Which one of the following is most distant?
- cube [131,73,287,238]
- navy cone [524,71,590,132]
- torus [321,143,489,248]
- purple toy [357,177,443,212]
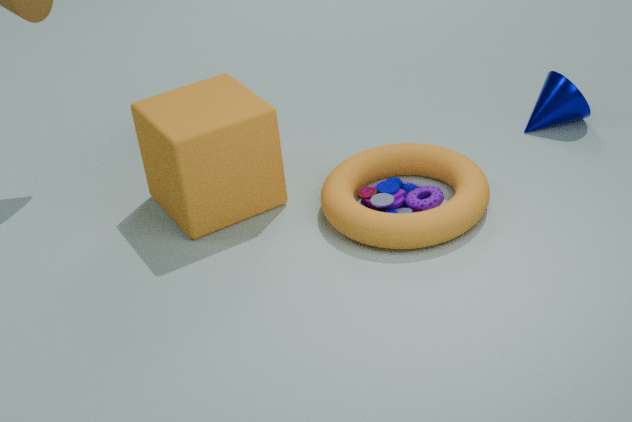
navy cone [524,71,590,132]
